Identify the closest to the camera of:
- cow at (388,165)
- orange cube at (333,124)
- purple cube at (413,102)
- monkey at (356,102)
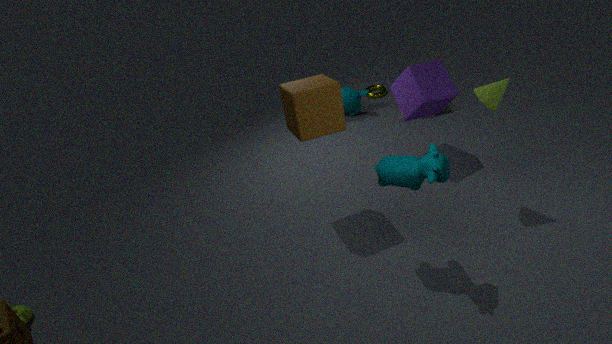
cow at (388,165)
